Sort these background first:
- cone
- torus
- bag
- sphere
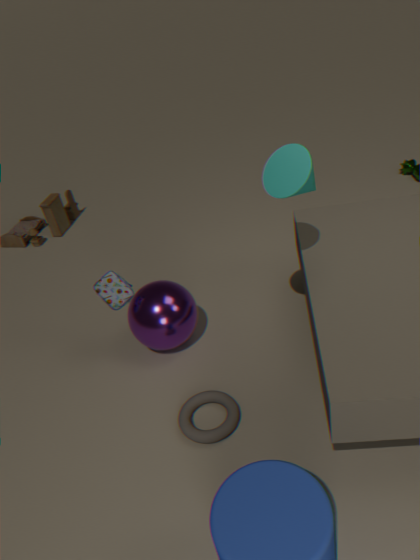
1. bag
2. sphere
3. torus
4. cone
